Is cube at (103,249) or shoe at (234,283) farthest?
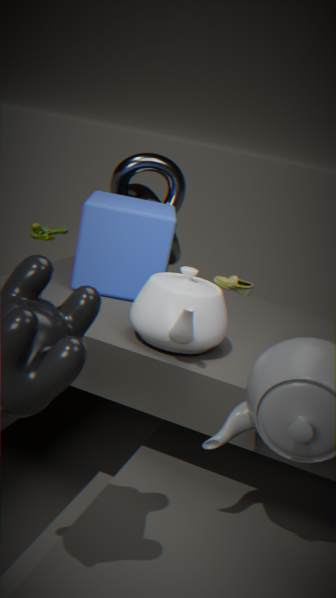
shoe at (234,283)
